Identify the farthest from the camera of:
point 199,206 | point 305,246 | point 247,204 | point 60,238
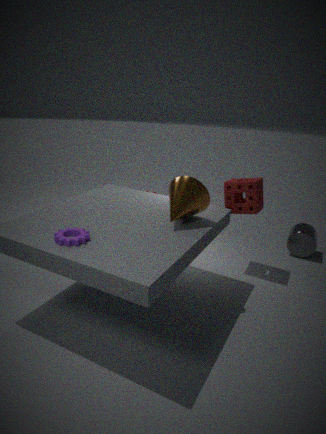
point 305,246
